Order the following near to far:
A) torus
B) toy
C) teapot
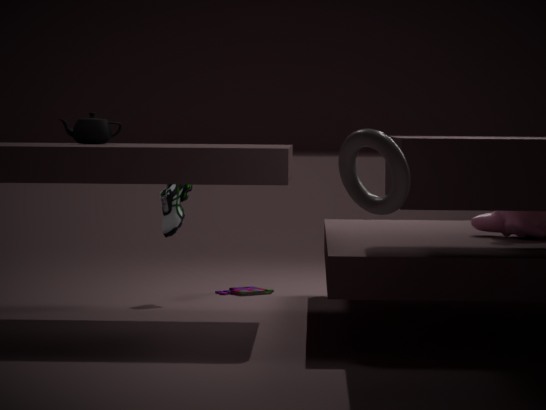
torus → teapot → toy
